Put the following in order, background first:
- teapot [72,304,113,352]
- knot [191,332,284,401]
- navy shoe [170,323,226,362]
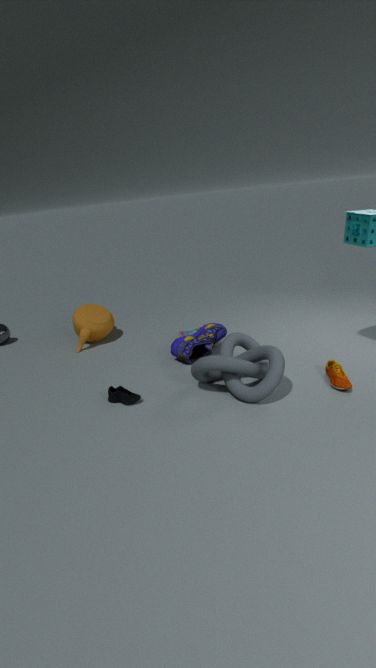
1. teapot [72,304,113,352]
2. navy shoe [170,323,226,362]
3. knot [191,332,284,401]
